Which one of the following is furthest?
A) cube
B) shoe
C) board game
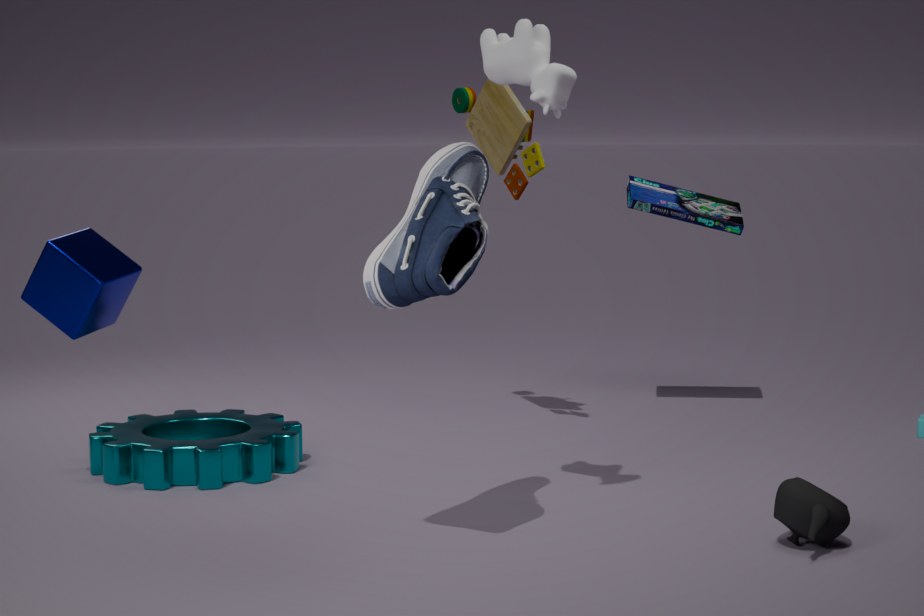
board game
